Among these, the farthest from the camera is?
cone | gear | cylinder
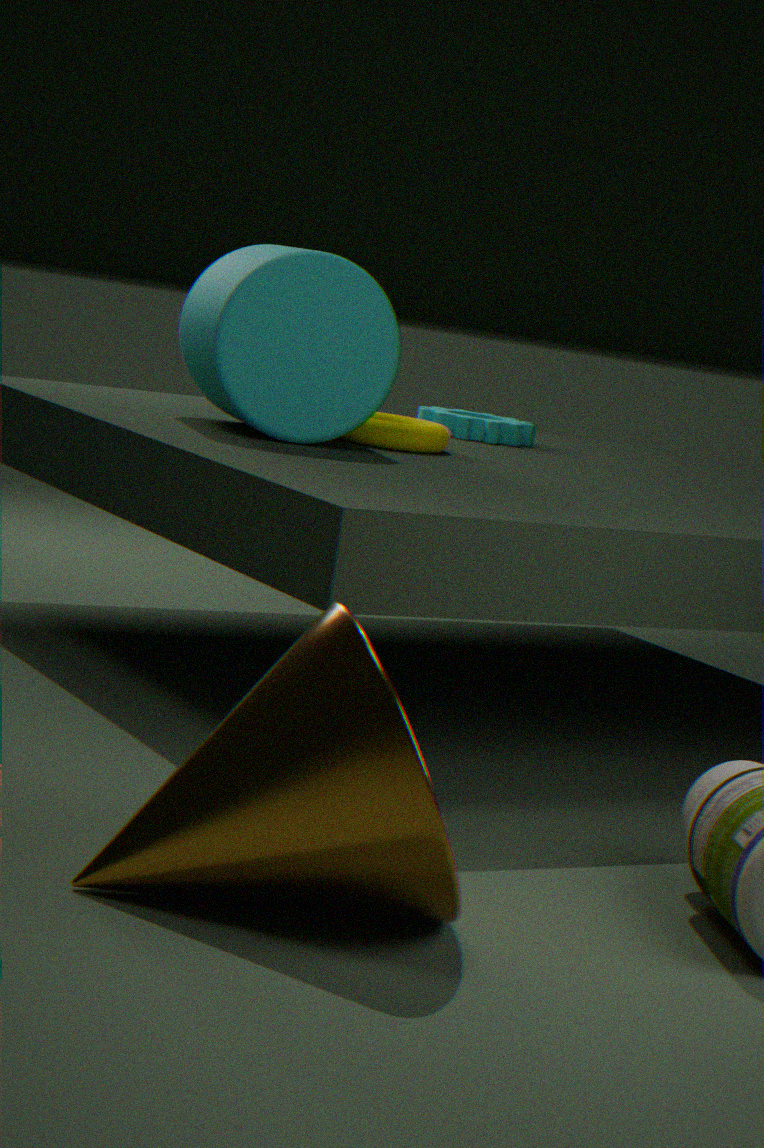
gear
